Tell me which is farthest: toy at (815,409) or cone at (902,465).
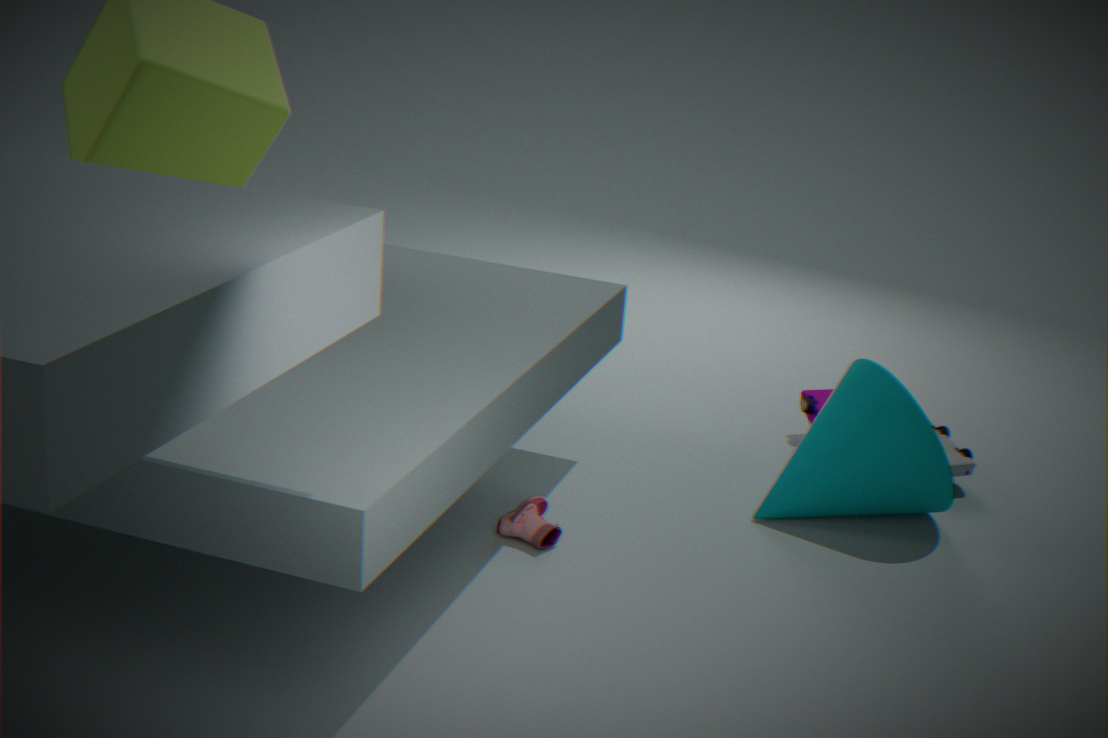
toy at (815,409)
